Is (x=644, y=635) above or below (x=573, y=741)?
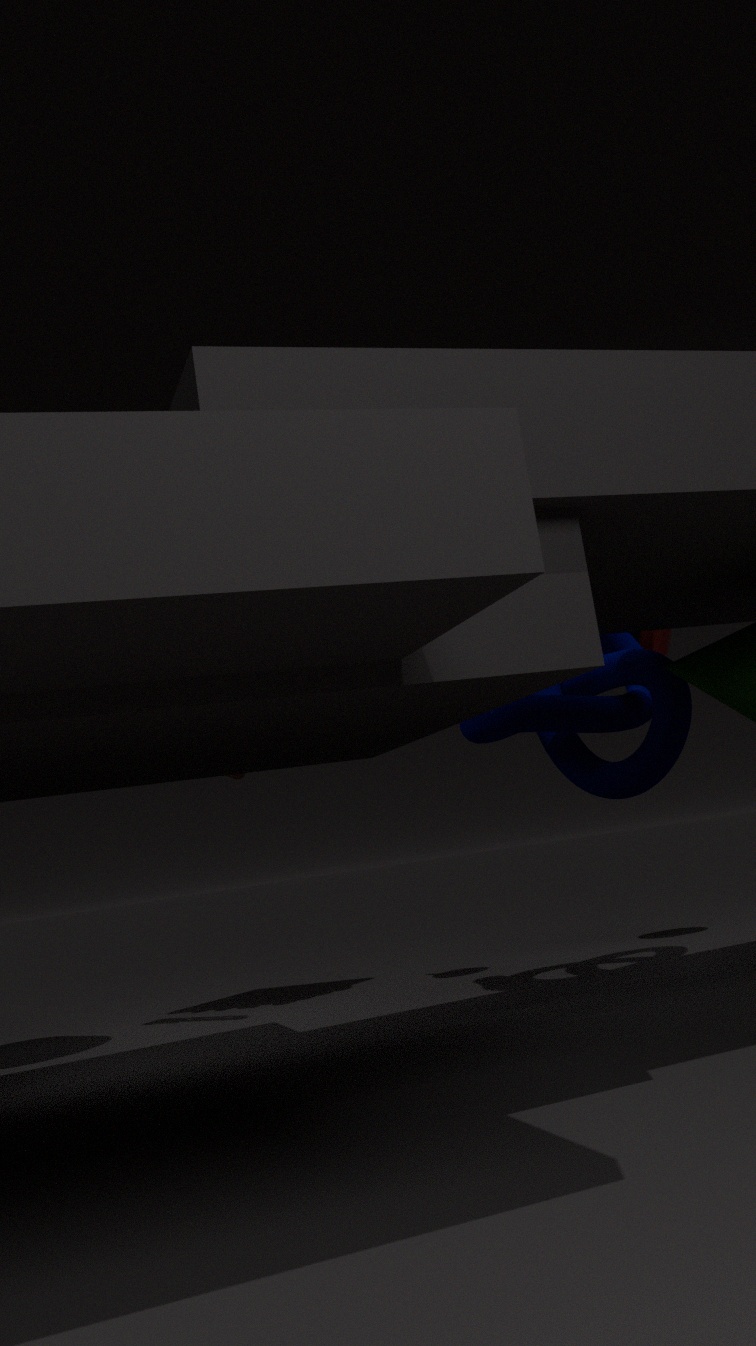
above
